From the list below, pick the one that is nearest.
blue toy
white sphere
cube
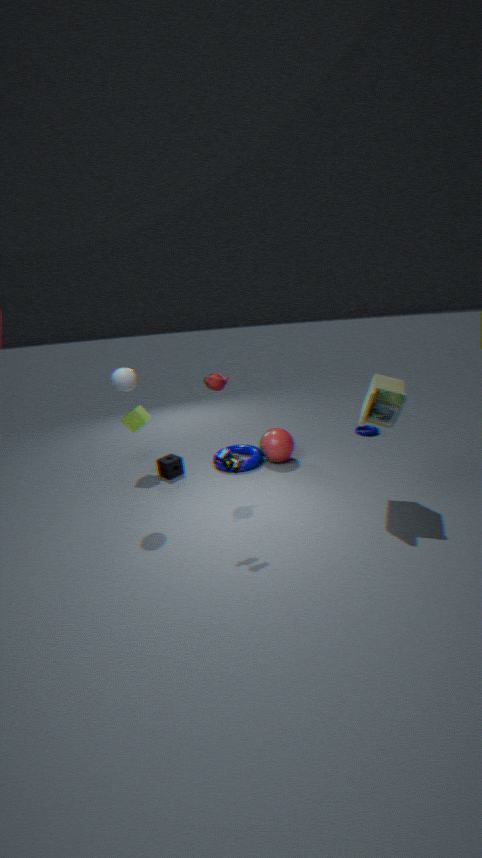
blue toy
